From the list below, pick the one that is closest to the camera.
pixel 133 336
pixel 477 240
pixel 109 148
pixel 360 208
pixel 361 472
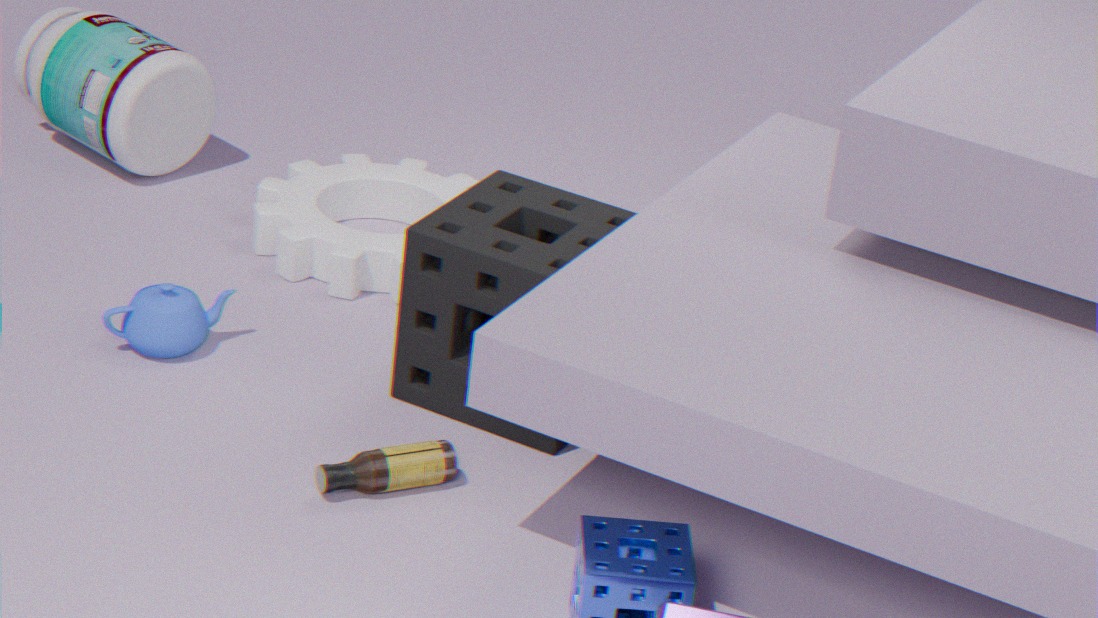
pixel 361 472
